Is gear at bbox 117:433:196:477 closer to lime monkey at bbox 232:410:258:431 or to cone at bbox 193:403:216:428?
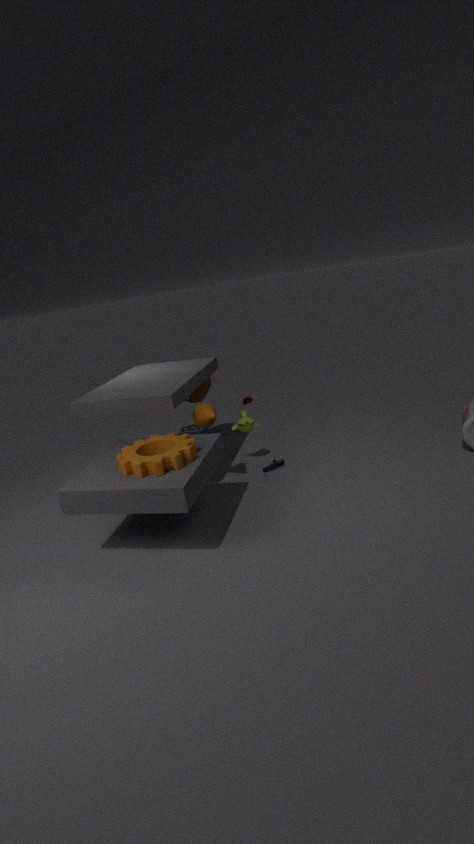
cone at bbox 193:403:216:428
